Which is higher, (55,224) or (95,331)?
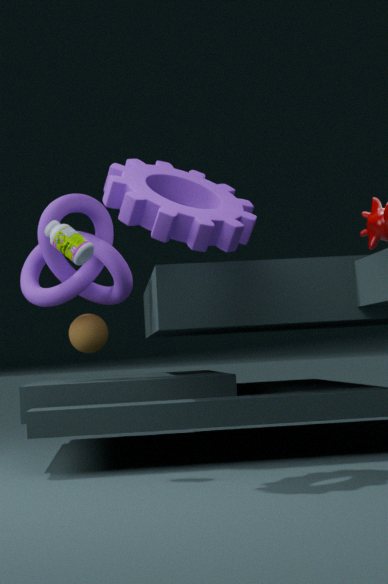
(55,224)
